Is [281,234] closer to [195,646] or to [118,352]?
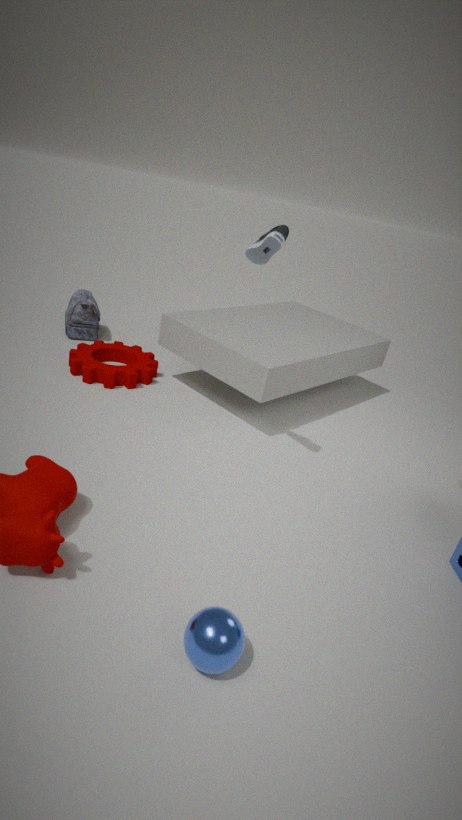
[195,646]
